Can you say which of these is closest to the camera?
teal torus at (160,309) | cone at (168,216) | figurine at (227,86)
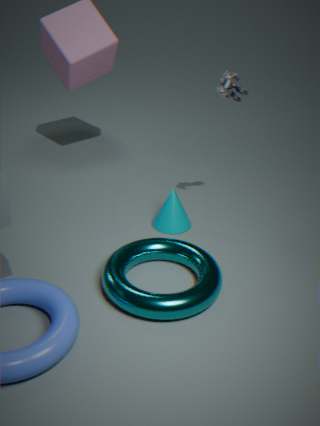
teal torus at (160,309)
